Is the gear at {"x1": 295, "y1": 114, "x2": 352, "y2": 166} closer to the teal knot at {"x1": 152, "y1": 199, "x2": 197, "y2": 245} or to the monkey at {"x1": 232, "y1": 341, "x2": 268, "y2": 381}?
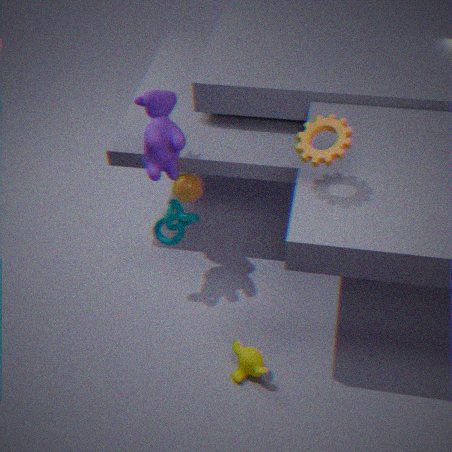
the teal knot at {"x1": 152, "y1": 199, "x2": 197, "y2": 245}
